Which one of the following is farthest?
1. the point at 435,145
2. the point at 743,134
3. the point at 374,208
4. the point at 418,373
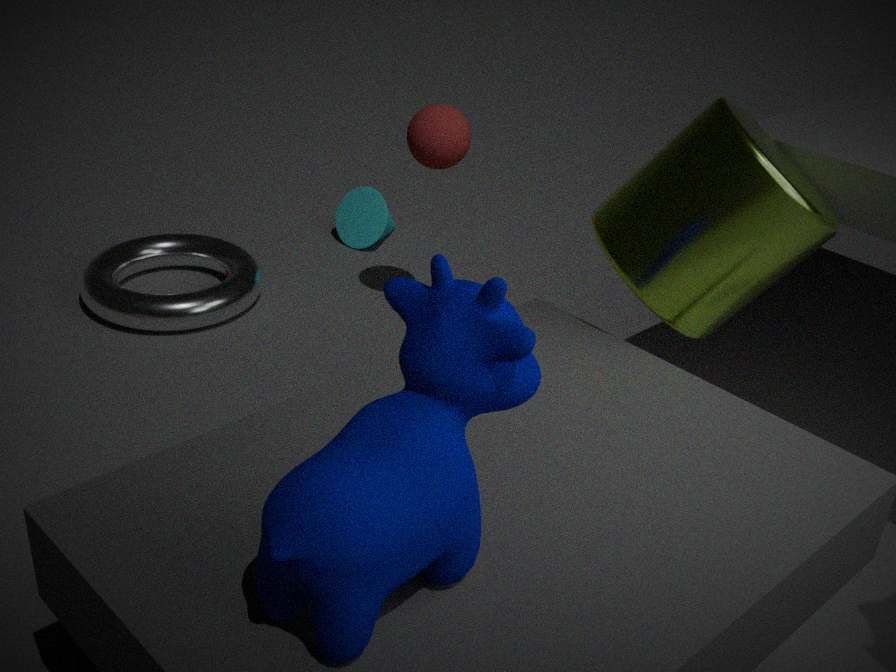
the point at 374,208
